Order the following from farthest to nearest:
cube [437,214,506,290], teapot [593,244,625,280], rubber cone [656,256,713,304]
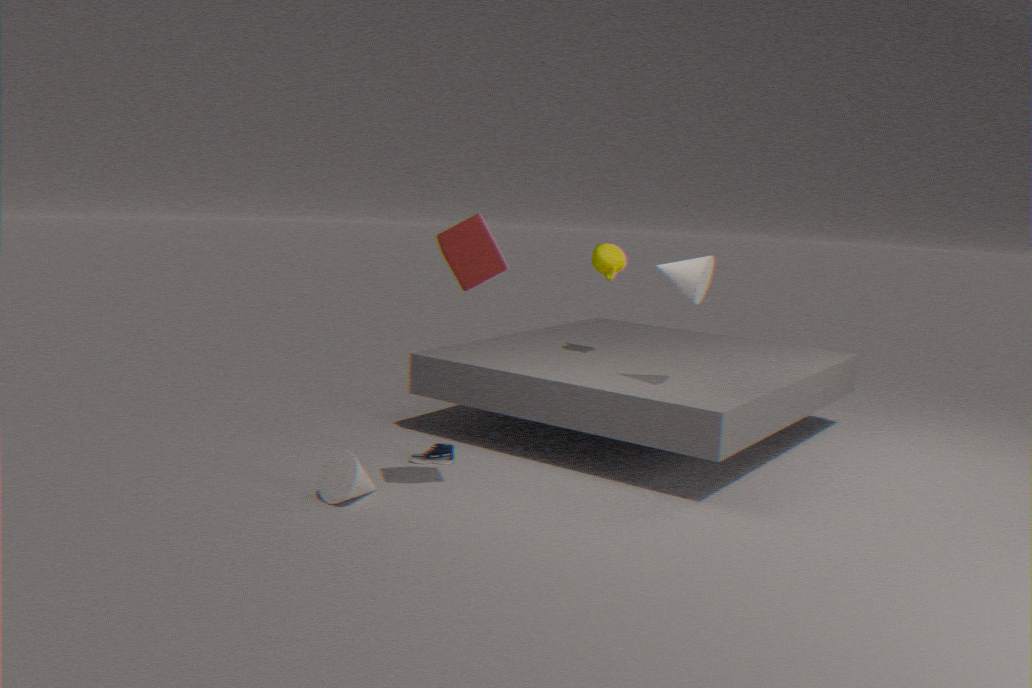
1. teapot [593,244,625,280]
2. rubber cone [656,256,713,304]
3. cube [437,214,506,290]
